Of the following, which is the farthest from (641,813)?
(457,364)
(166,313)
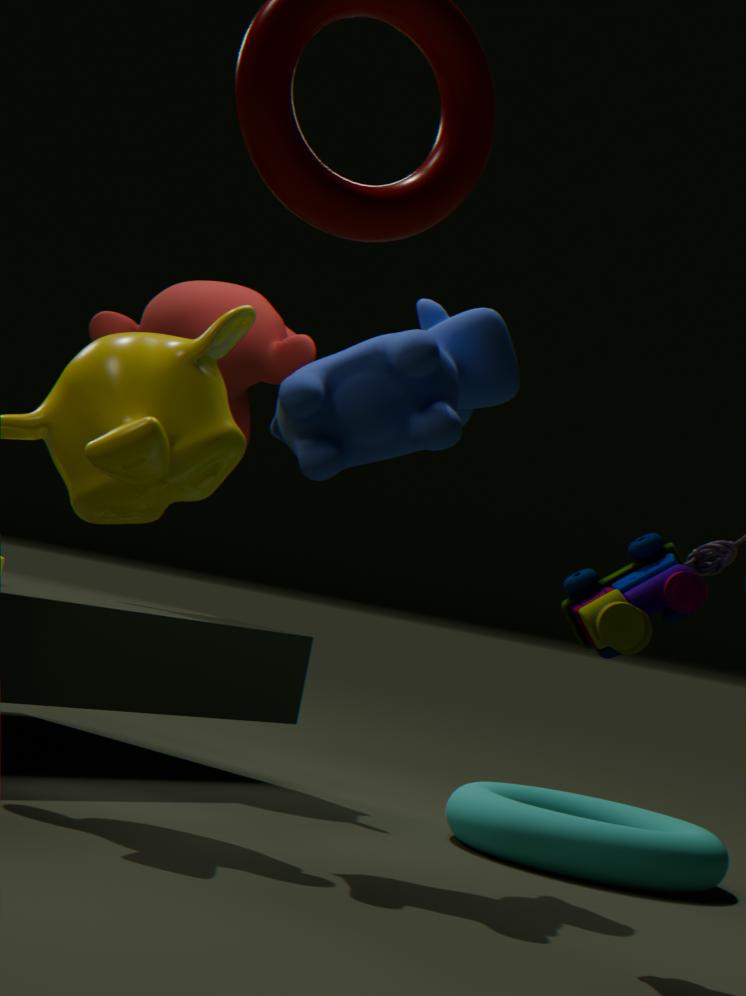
(166,313)
